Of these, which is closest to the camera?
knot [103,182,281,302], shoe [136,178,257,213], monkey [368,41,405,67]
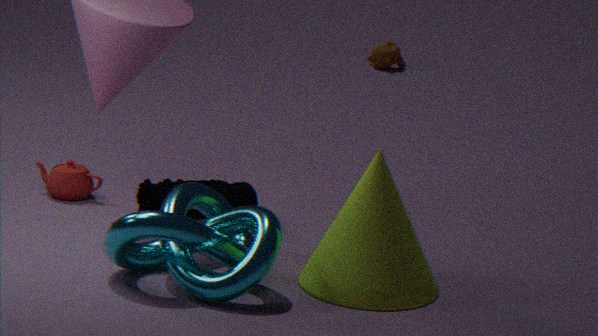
knot [103,182,281,302]
